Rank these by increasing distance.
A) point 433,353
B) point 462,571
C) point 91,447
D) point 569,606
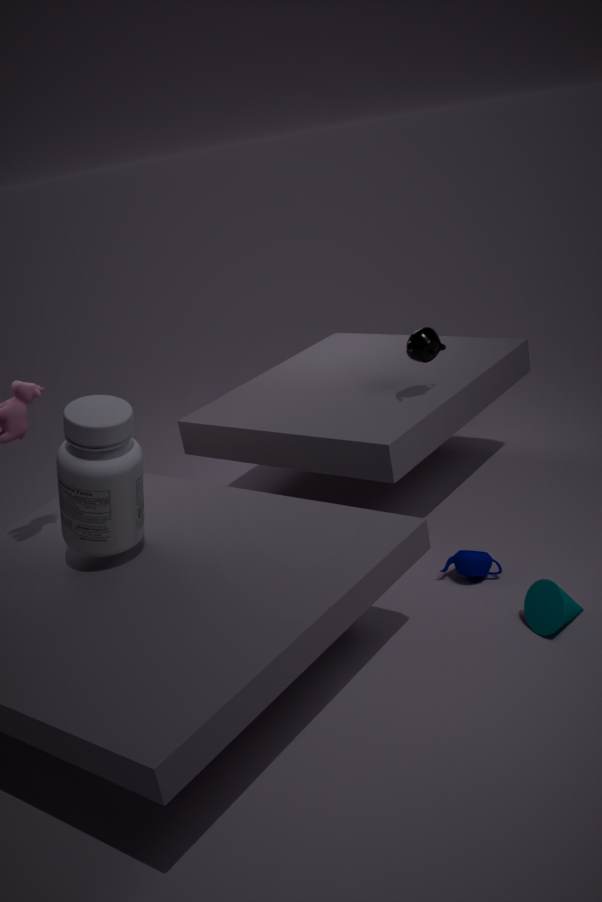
point 91,447 < point 569,606 < point 462,571 < point 433,353
